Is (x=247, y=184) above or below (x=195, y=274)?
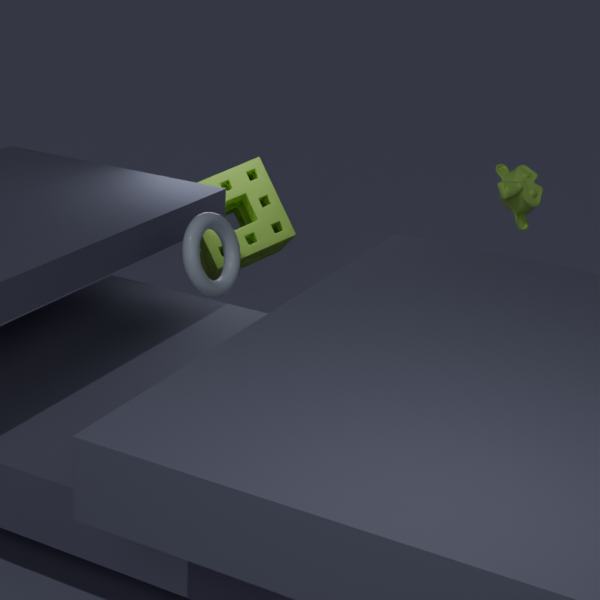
below
